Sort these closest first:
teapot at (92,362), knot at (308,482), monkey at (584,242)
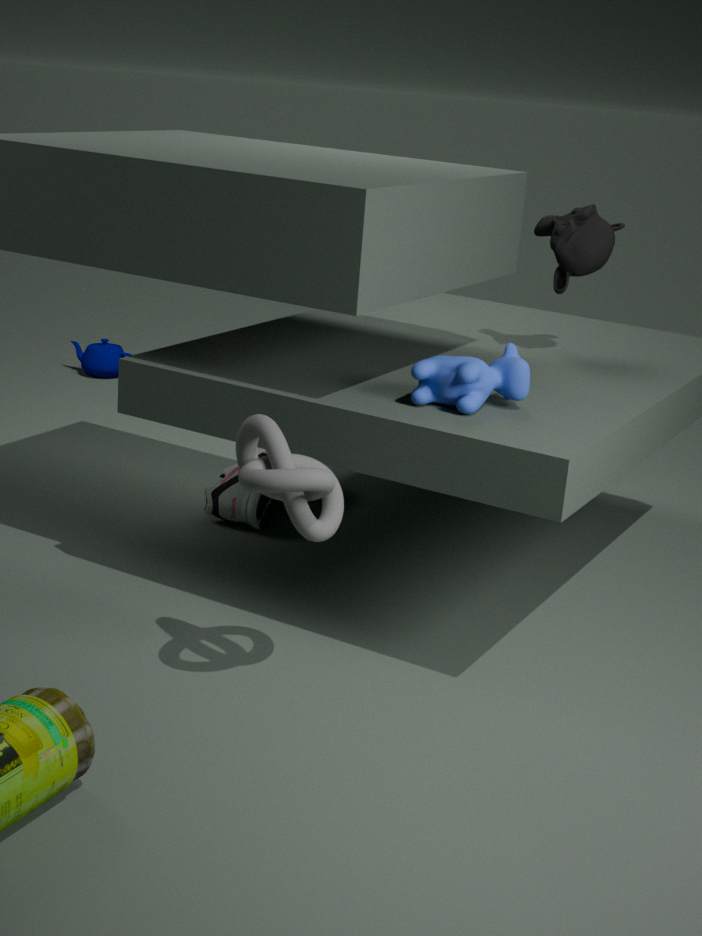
knot at (308,482) → monkey at (584,242) → teapot at (92,362)
